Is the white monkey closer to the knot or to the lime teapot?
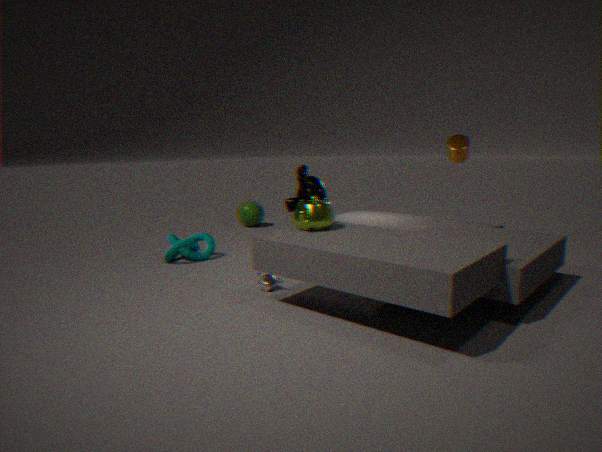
Result: the lime teapot
